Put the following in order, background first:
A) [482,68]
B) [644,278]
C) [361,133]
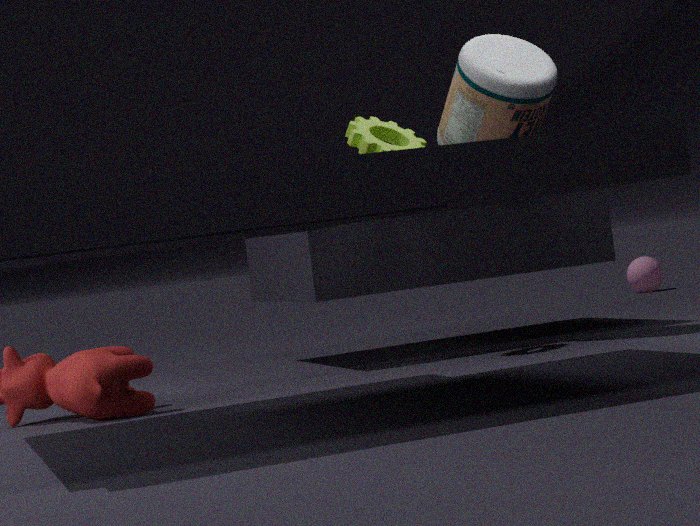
[644,278]
[361,133]
[482,68]
